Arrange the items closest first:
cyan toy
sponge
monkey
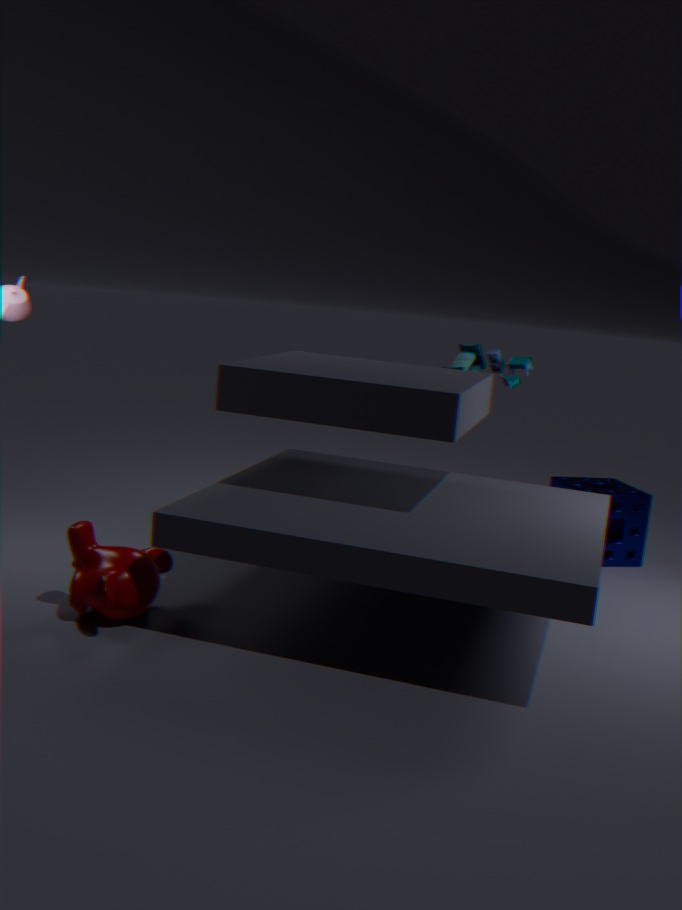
monkey, cyan toy, sponge
